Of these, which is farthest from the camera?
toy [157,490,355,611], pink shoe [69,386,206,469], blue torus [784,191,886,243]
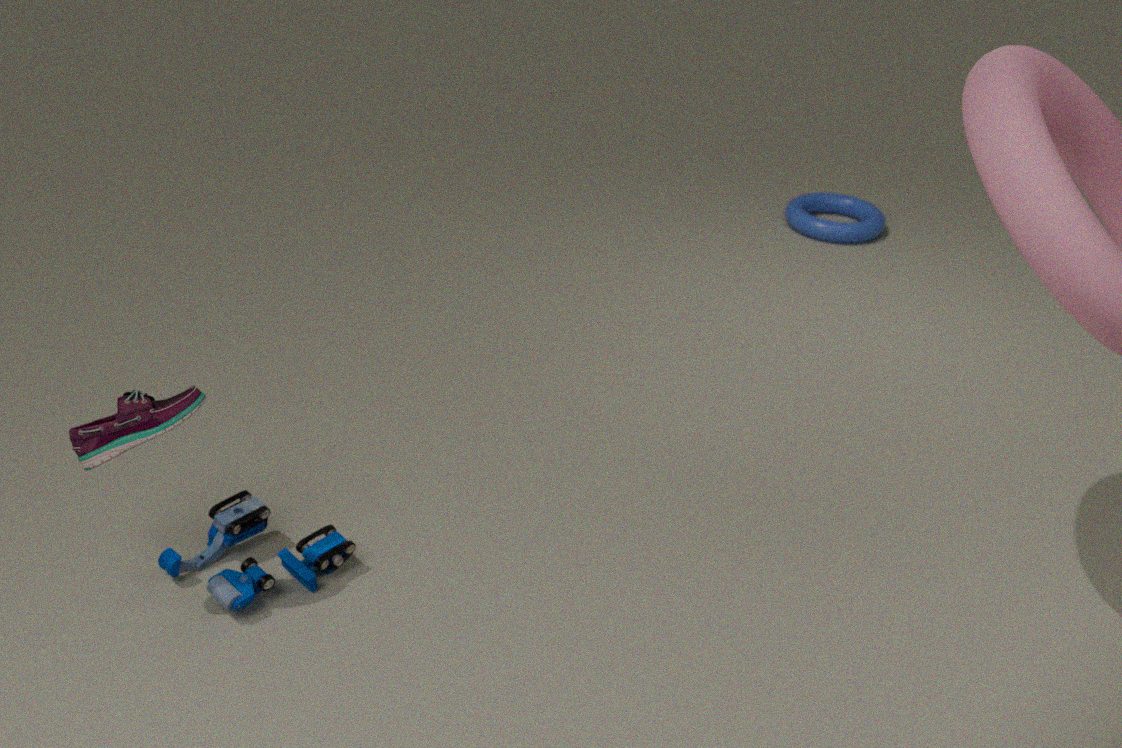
blue torus [784,191,886,243]
